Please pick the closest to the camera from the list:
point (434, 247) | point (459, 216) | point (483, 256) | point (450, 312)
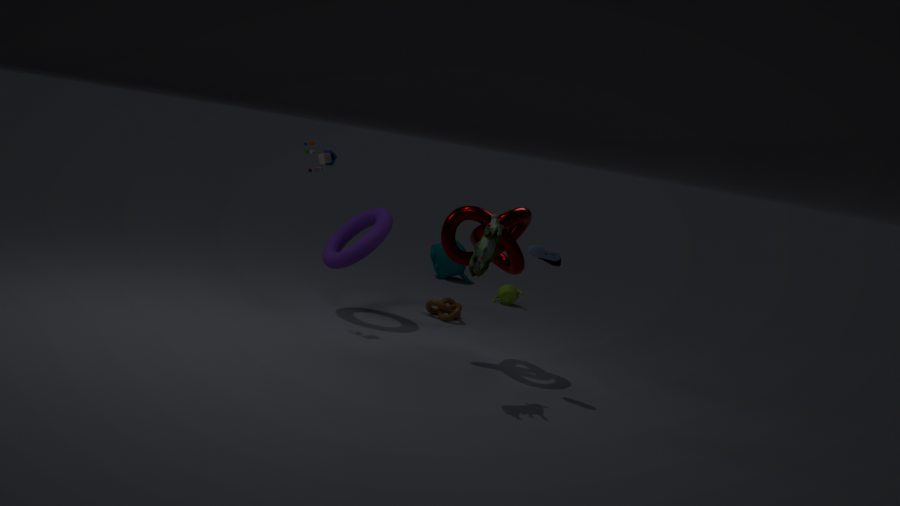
point (483, 256)
